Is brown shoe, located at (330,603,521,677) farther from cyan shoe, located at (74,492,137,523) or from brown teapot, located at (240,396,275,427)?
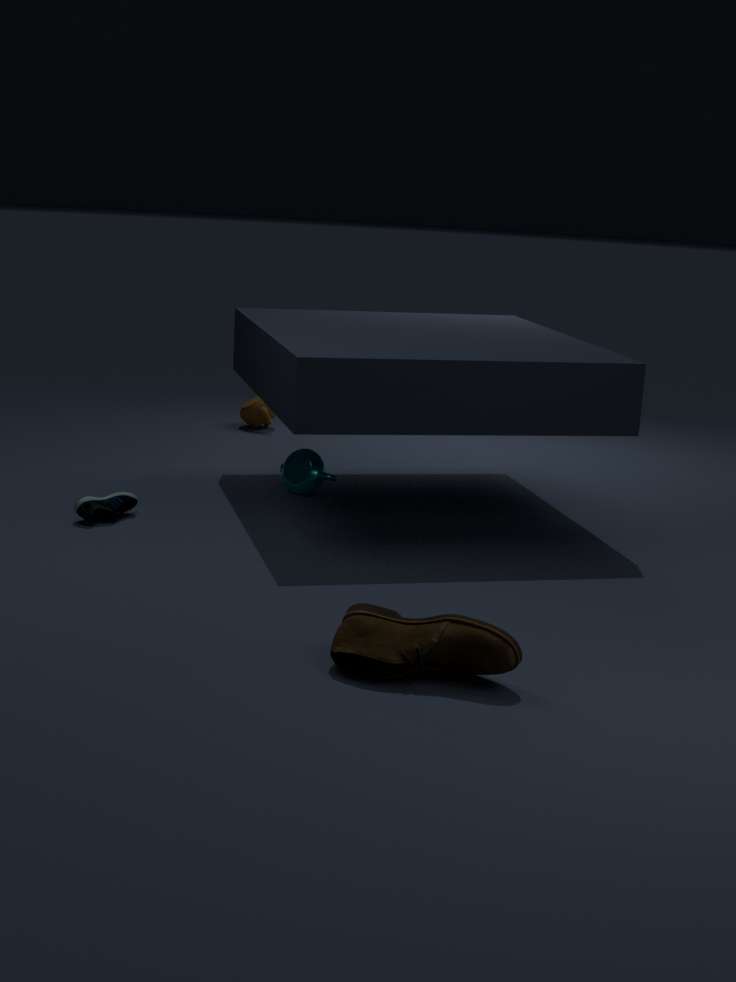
brown teapot, located at (240,396,275,427)
